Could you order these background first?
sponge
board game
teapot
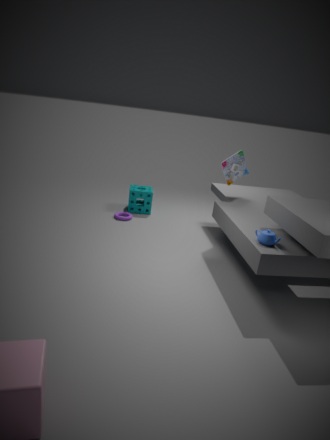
1. sponge
2. board game
3. teapot
